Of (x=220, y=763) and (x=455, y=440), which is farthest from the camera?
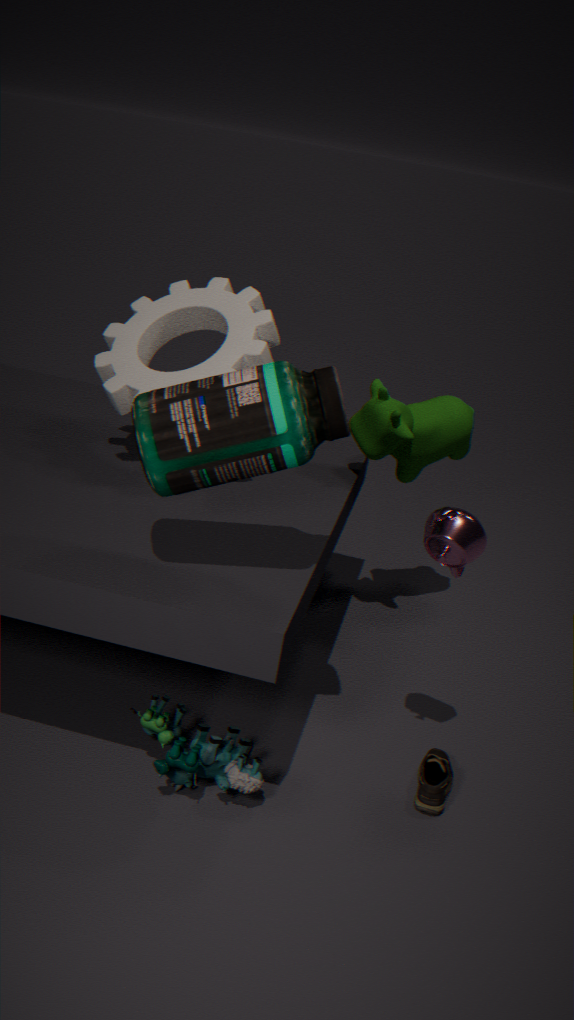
(x=455, y=440)
